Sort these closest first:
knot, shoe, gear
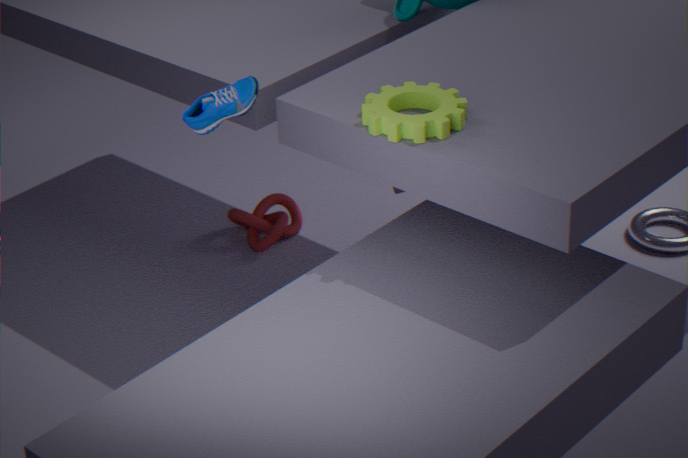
gear, shoe, knot
